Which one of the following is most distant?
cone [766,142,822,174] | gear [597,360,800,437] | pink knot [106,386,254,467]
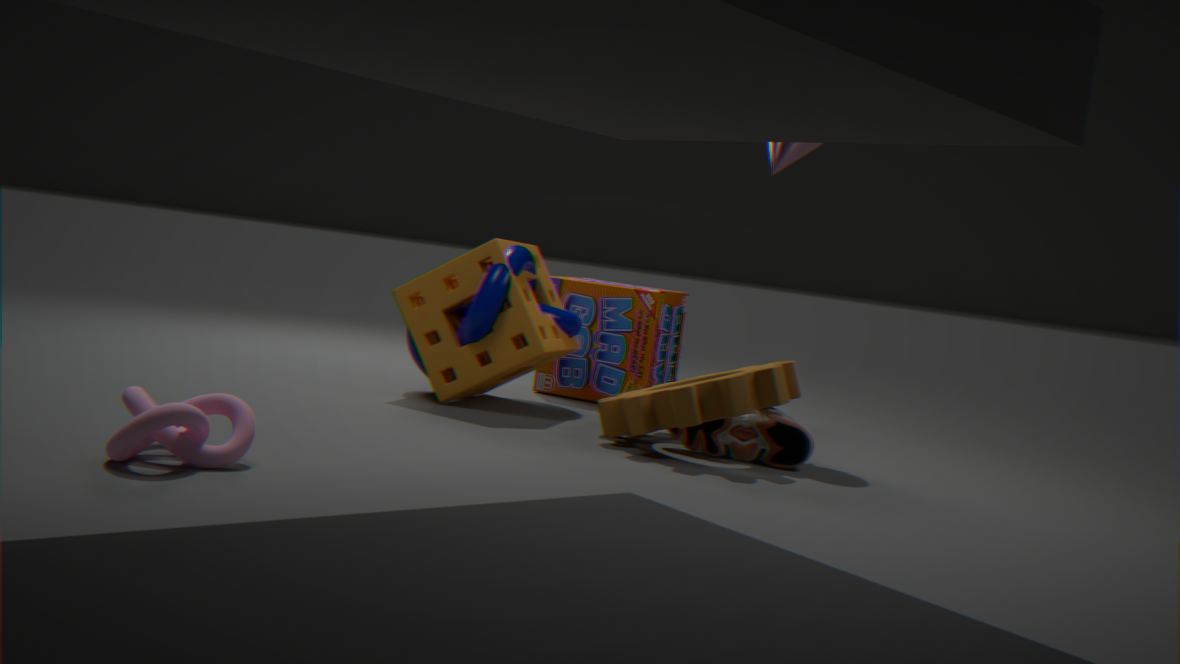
cone [766,142,822,174]
